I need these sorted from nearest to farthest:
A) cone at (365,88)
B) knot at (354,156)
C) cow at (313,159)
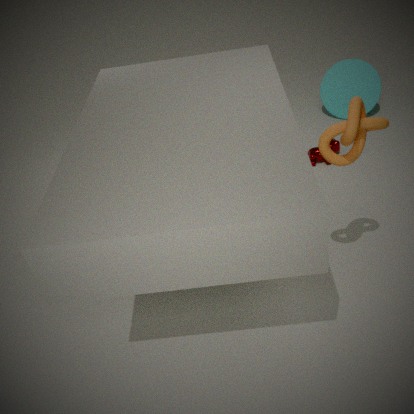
knot at (354,156), cow at (313,159), cone at (365,88)
